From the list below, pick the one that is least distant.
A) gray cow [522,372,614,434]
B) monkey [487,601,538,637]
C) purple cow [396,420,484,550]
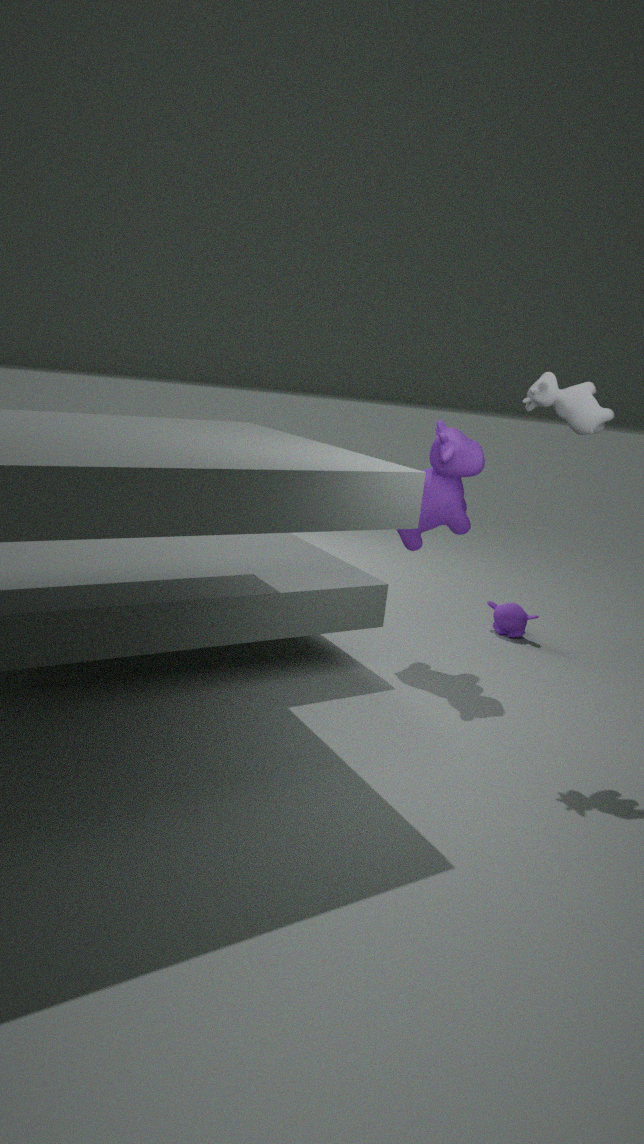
gray cow [522,372,614,434]
